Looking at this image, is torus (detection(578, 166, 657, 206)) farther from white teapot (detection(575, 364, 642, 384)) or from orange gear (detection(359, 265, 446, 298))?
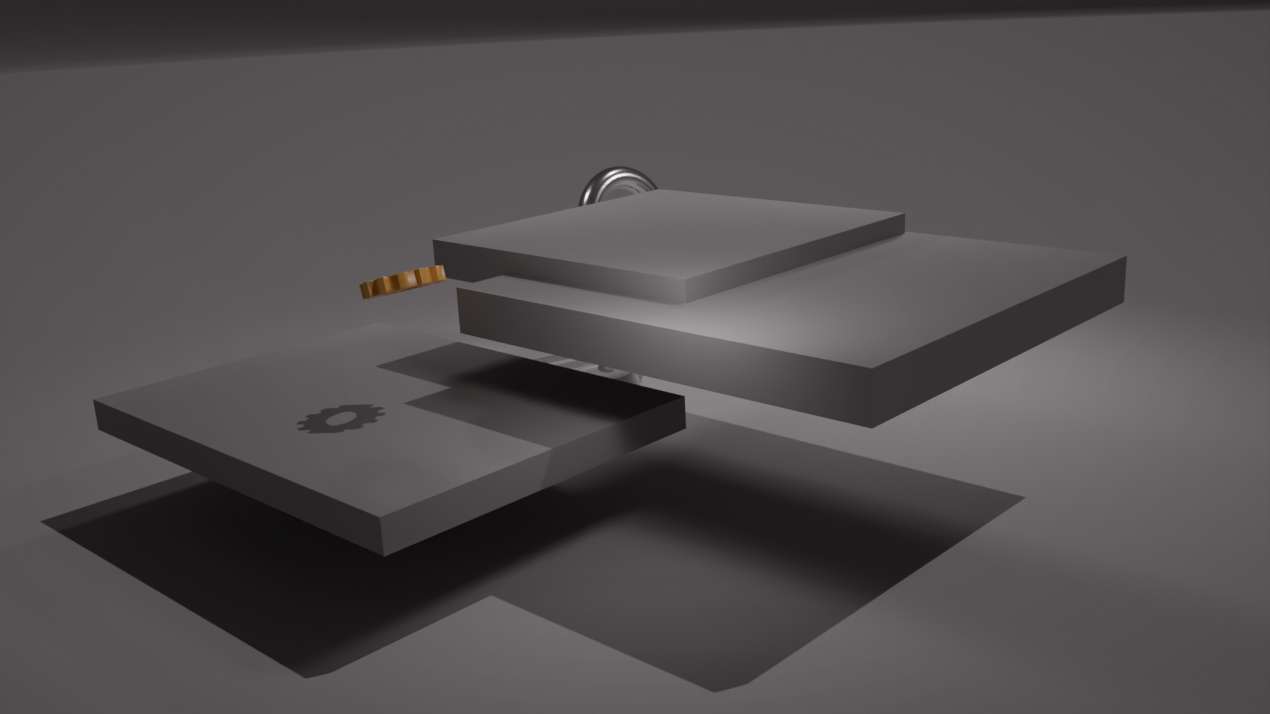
orange gear (detection(359, 265, 446, 298))
